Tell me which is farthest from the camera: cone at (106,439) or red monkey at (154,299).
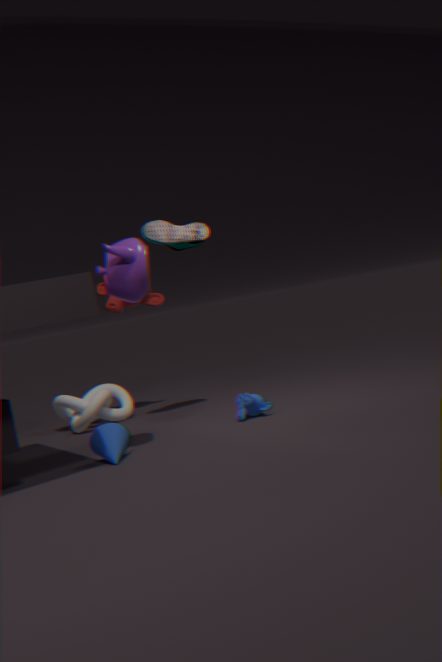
red monkey at (154,299)
